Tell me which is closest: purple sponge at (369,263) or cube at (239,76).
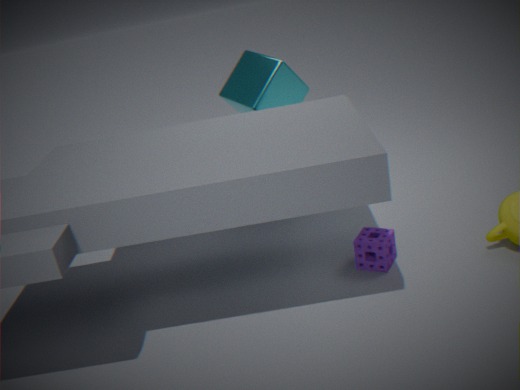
purple sponge at (369,263)
